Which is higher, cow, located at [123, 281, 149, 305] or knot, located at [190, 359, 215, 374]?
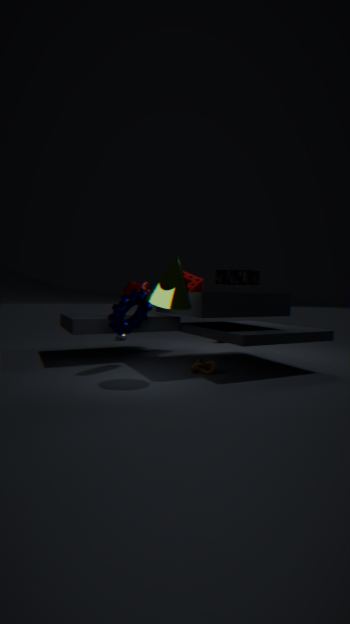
cow, located at [123, 281, 149, 305]
